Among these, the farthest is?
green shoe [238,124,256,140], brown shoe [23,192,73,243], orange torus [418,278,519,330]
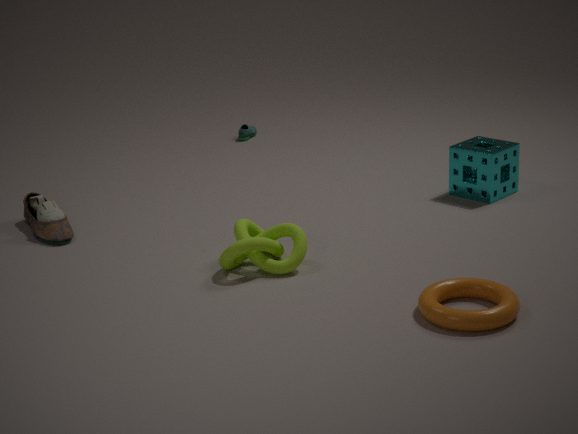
green shoe [238,124,256,140]
